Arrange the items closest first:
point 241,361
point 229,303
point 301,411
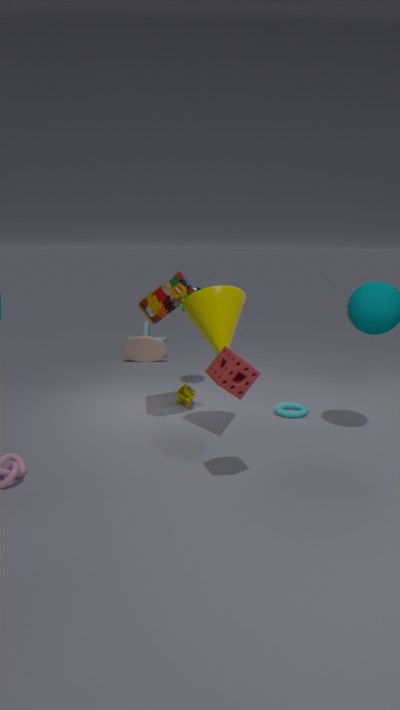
point 241,361 < point 229,303 < point 301,411
